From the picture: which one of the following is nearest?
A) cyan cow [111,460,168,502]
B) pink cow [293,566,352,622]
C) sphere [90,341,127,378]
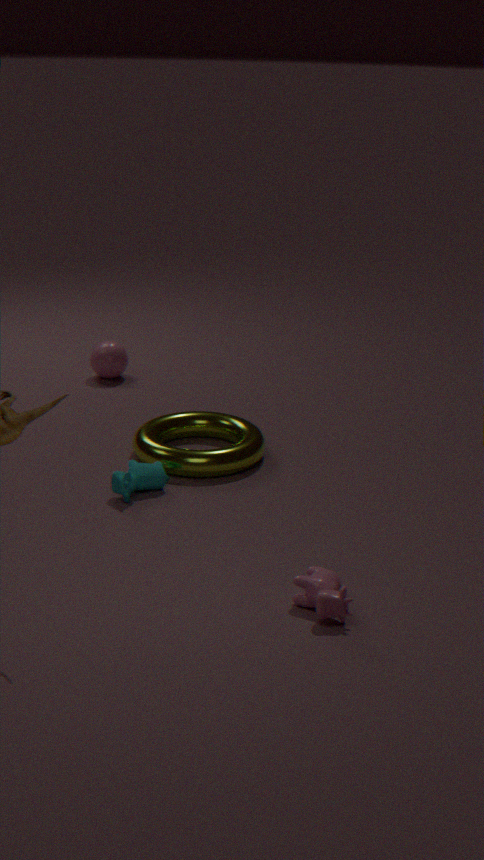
pink cow [293,566,352,622]
